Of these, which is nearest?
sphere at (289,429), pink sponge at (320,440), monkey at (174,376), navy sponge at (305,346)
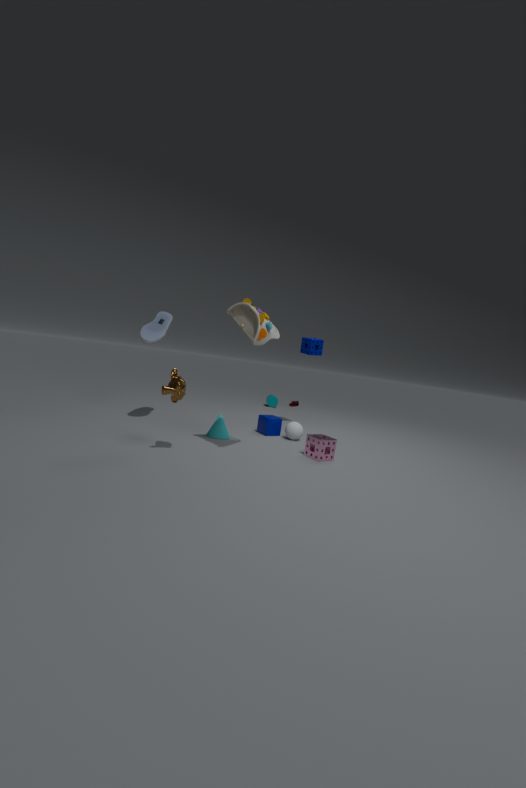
monkey at (174,376)
